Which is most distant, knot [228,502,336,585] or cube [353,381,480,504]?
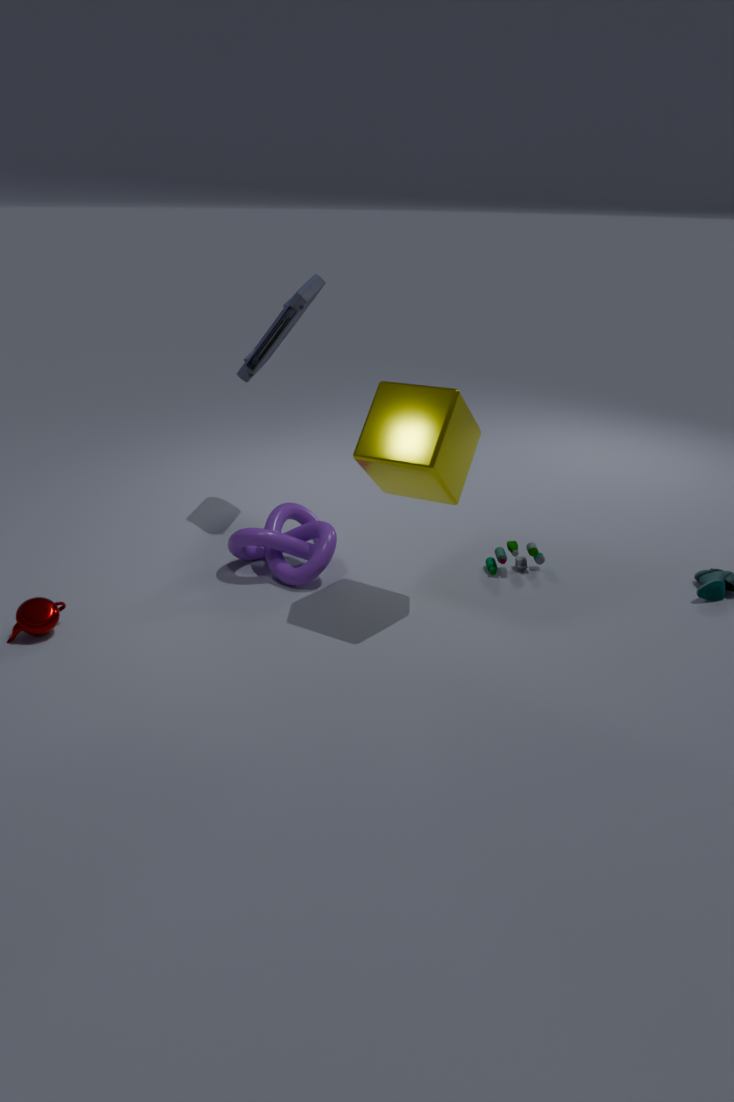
knot [228,502,336,585]
